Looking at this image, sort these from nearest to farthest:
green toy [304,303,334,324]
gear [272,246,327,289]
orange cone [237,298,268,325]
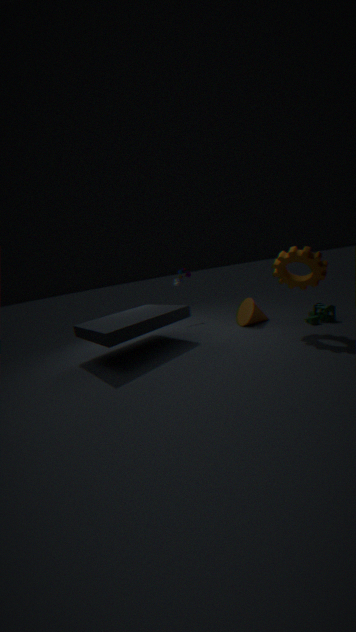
1. gear [272,246,327,289]
2. green toy [304,303,334,324]
3. orange cone [237,298,268,325]
